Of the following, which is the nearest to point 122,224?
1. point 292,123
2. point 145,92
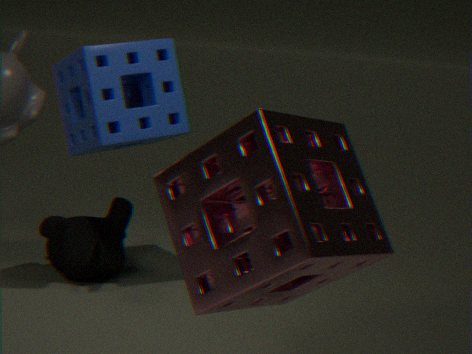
point 145,92
